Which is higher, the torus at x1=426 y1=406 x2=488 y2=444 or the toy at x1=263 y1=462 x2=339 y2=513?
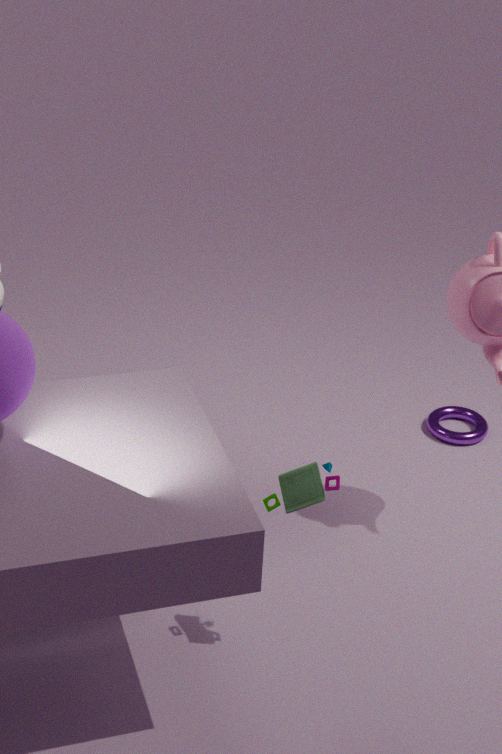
the toy at x1=263 y1=462 x2=339 y2=513
